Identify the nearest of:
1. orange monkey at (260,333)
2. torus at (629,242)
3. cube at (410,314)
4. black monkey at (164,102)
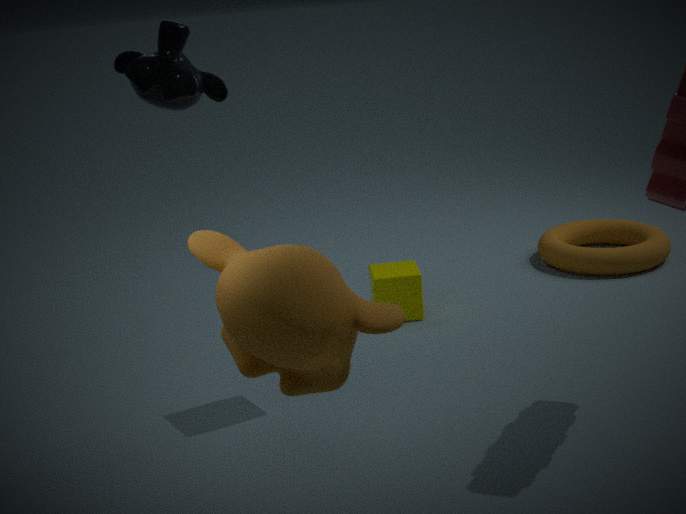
orange monkey at (260,333)
